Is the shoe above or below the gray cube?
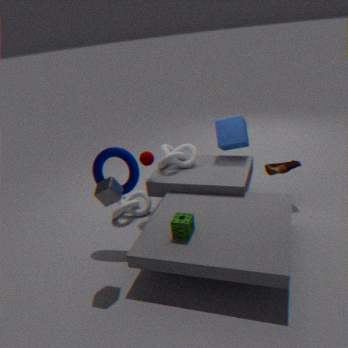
below
